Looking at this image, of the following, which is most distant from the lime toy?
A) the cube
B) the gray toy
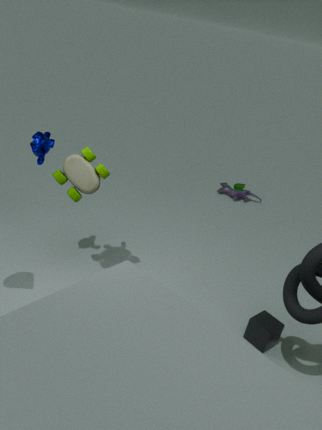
the gray toy
